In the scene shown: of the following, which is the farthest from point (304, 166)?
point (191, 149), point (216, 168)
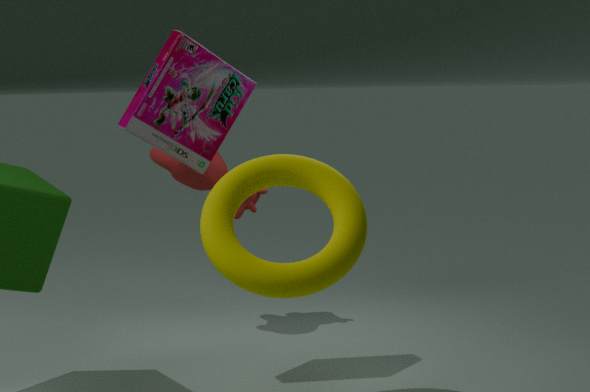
point (216, 168)
